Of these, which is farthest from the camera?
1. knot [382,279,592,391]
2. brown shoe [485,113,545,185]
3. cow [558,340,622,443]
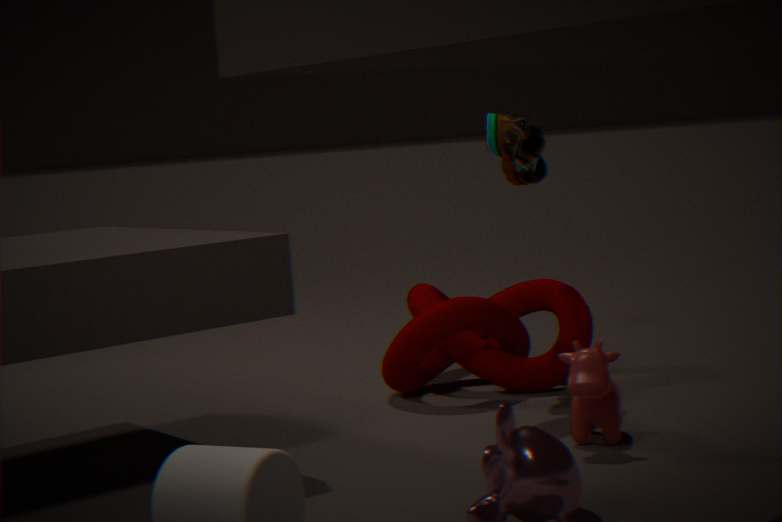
brown shoe [485,113,545,185]
